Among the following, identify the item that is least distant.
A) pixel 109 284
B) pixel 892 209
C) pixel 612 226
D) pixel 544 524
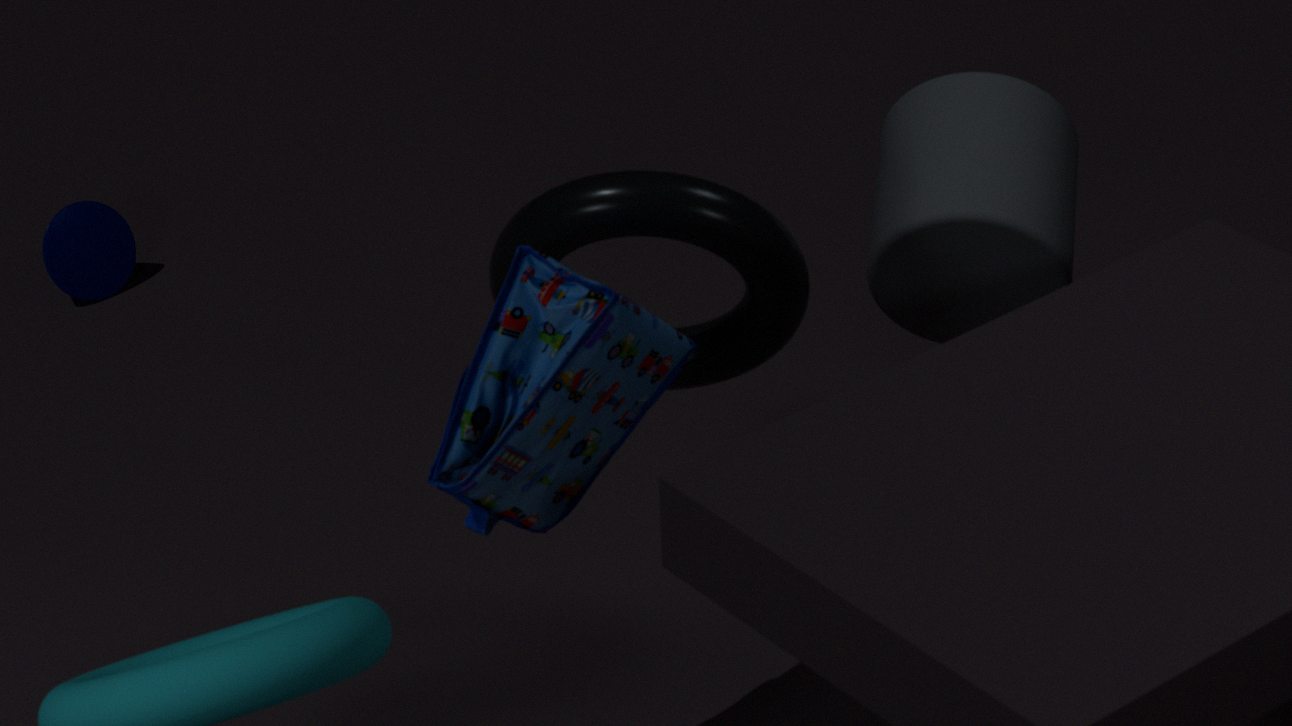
pixel 544 524
